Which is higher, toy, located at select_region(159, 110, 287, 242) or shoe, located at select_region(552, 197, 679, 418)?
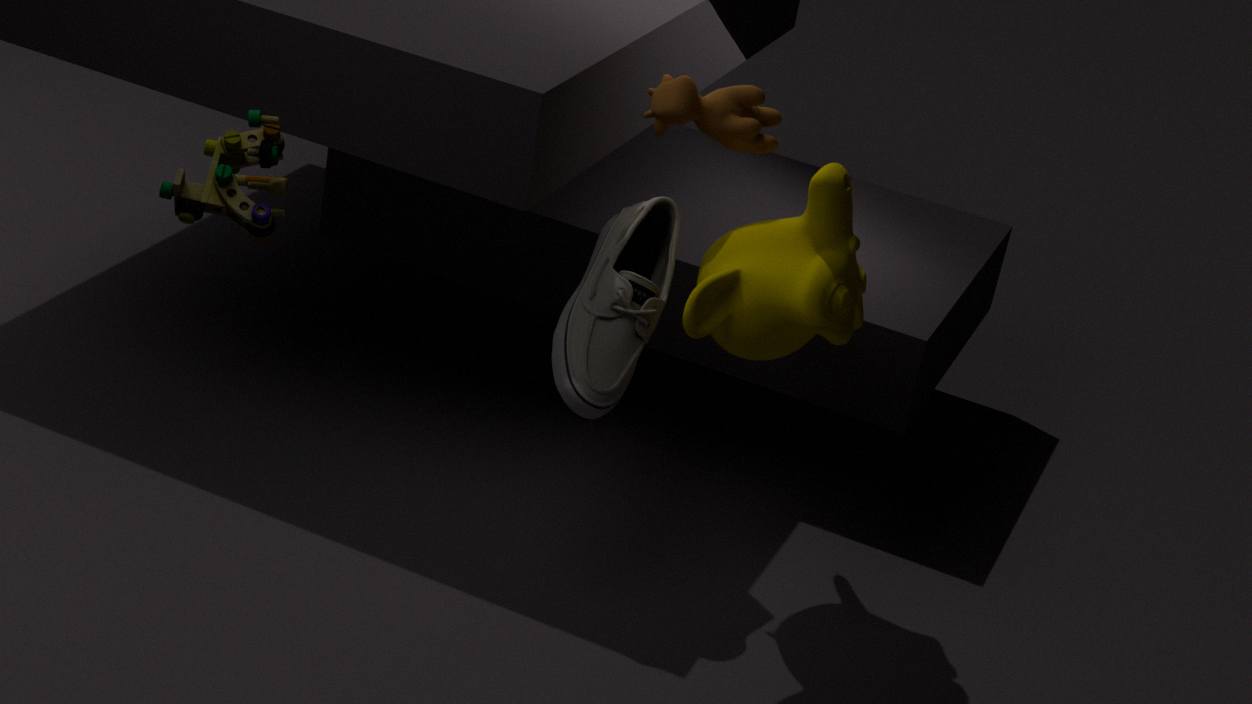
toy, located at select_region(159, 110, 287, 242)
